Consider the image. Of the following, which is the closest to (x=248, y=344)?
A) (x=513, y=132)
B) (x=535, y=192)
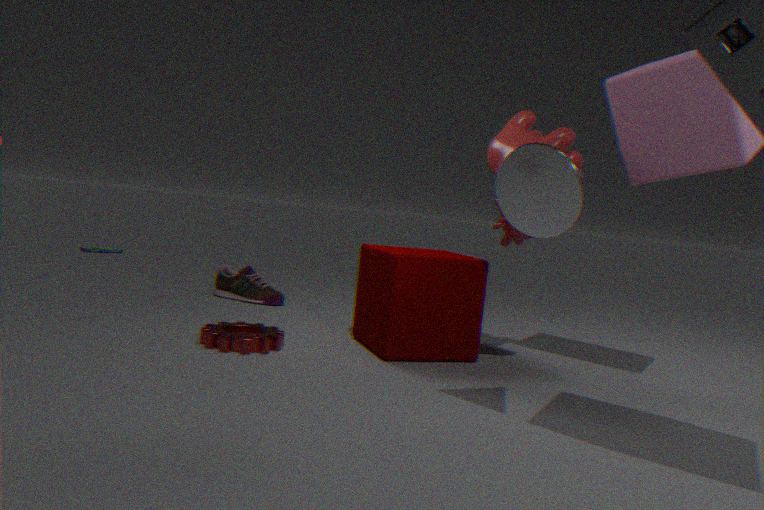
(x=513, y=132)
